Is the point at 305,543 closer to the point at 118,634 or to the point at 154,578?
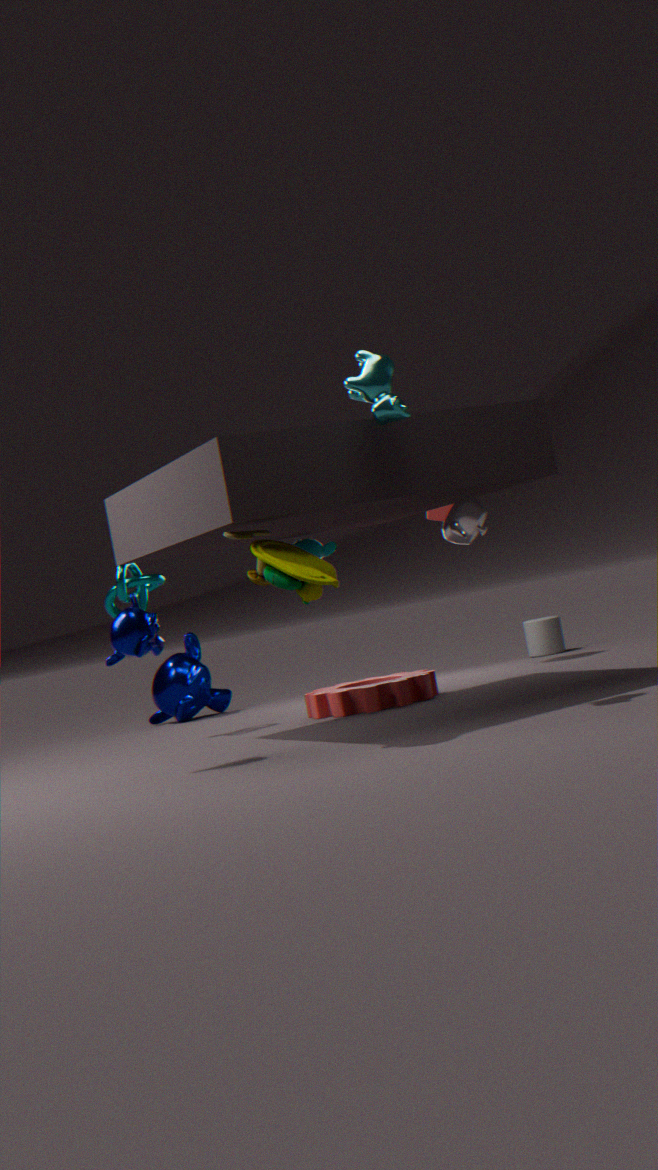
the point at 154,578
